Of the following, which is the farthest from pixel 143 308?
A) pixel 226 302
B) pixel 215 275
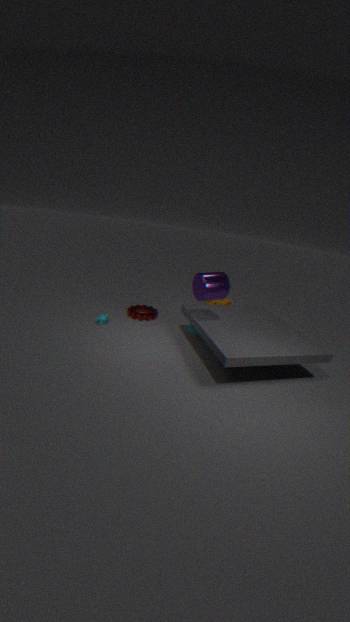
pixel 215 275
